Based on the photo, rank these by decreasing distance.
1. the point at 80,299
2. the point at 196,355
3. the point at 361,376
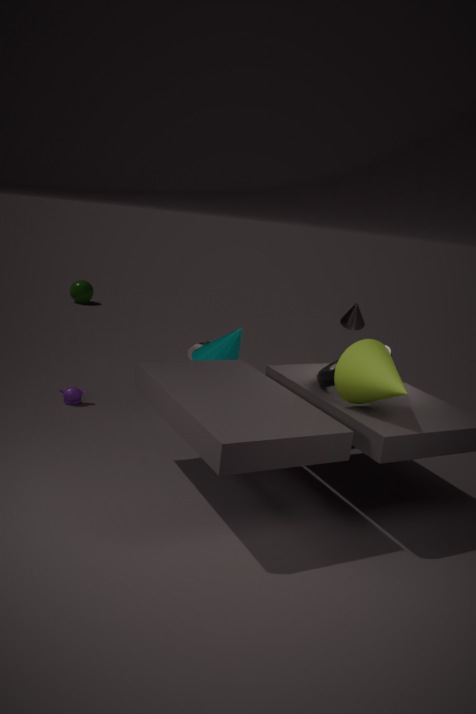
the point at 80,299
the point at 196,355
the point at 361,376
